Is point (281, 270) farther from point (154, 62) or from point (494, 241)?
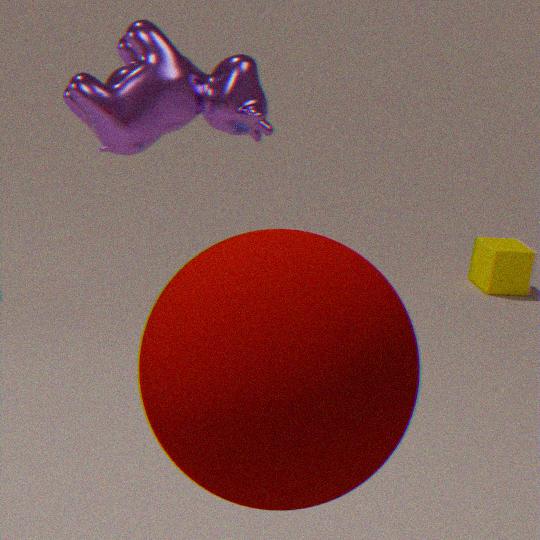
point (494, 241)
